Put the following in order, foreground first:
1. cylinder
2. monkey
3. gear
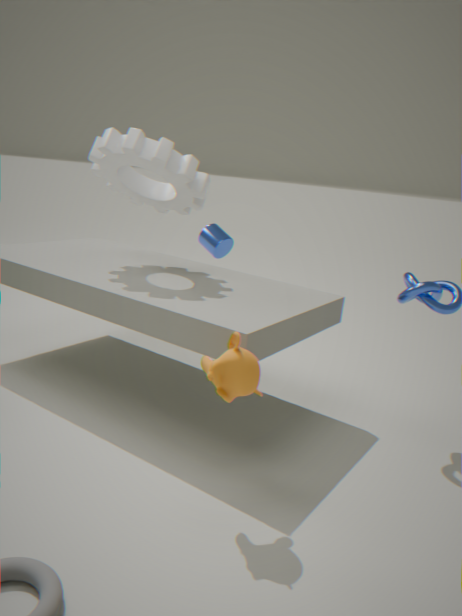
1. monkey
2. gear
3. cylinder
